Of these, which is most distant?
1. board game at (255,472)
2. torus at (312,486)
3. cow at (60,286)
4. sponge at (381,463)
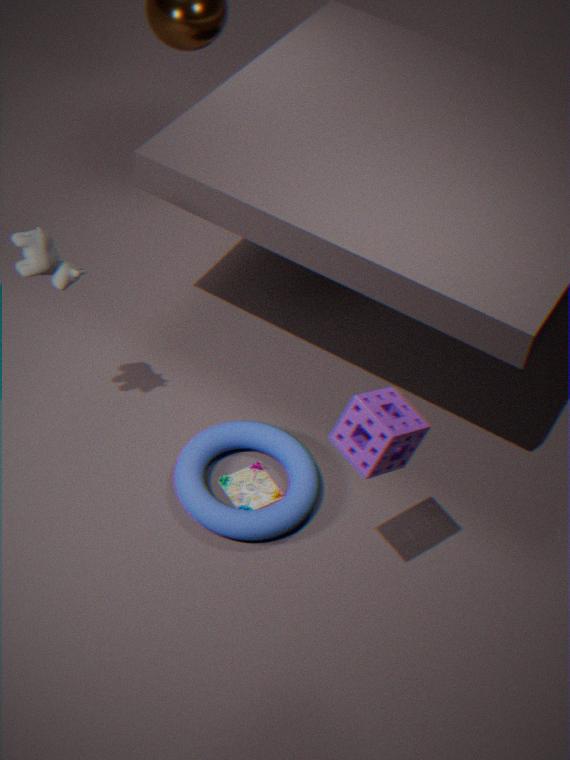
board game at (255,472)
